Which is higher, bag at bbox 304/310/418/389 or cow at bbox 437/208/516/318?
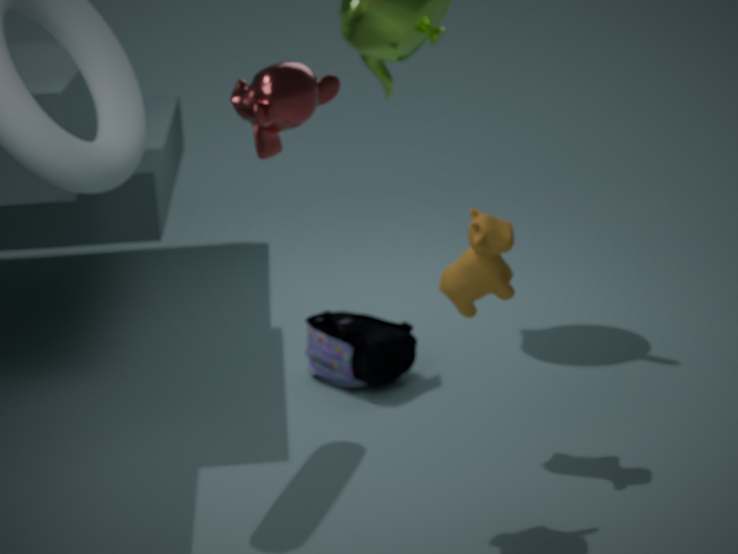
cow at bbox 437/208/516/318
